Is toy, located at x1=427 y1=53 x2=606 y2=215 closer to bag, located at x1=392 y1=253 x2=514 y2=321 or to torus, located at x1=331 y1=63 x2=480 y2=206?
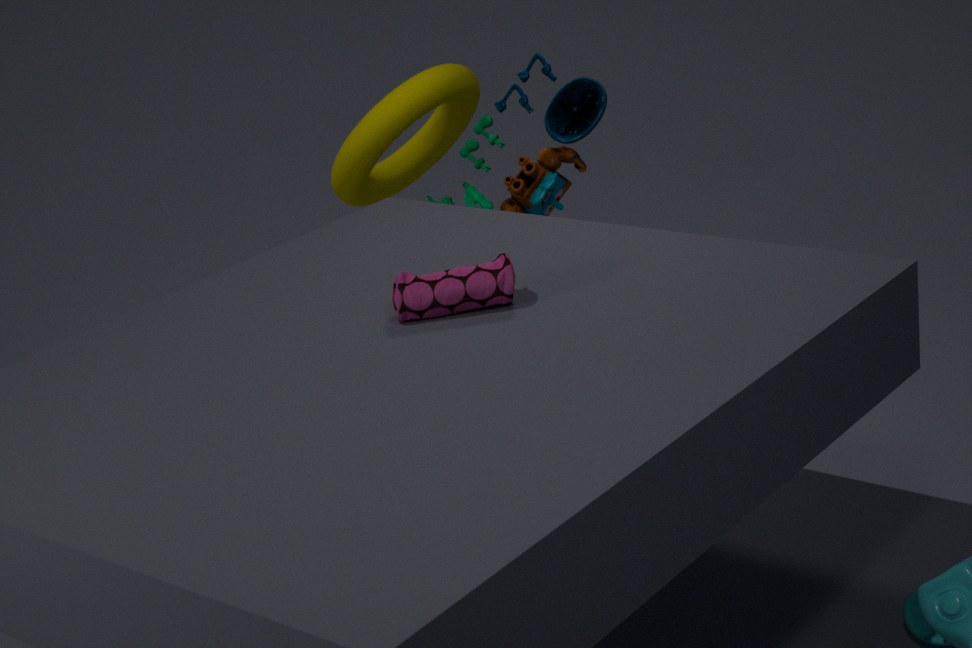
torus, located at x1=331 y1=63 x2=480 y2=206
